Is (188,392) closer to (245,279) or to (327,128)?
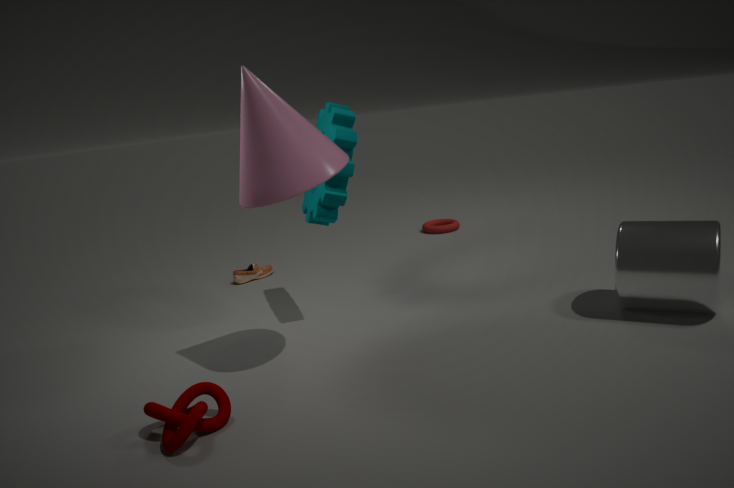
(327,128)
